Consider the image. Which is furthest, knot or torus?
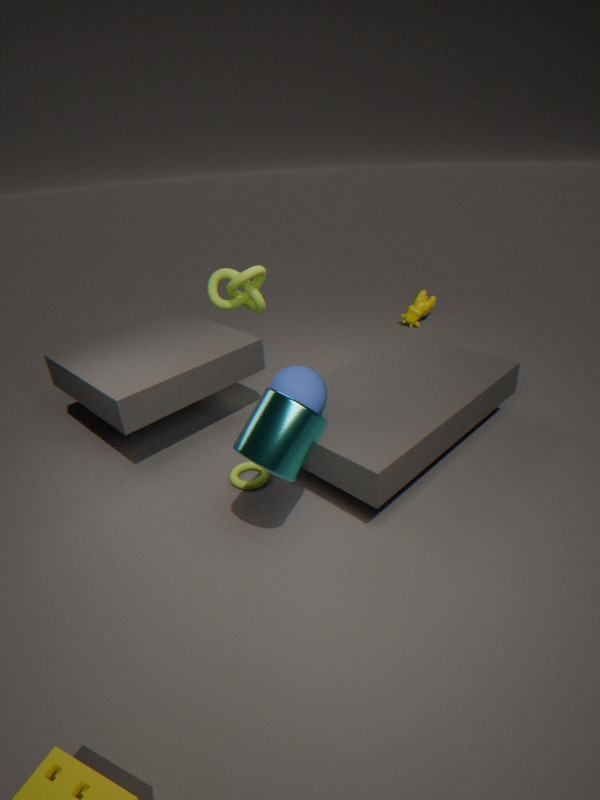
knot
